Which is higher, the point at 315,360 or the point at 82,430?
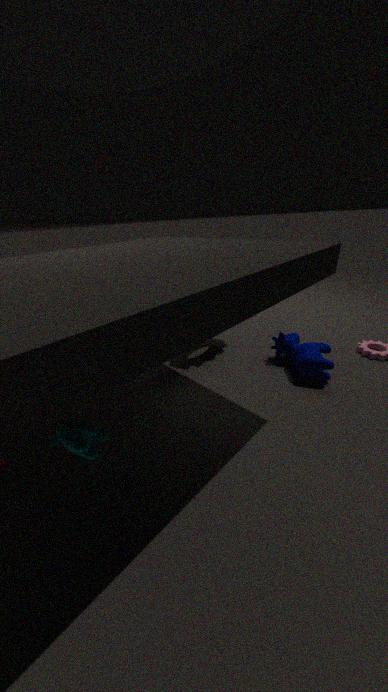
the point at 82,430
